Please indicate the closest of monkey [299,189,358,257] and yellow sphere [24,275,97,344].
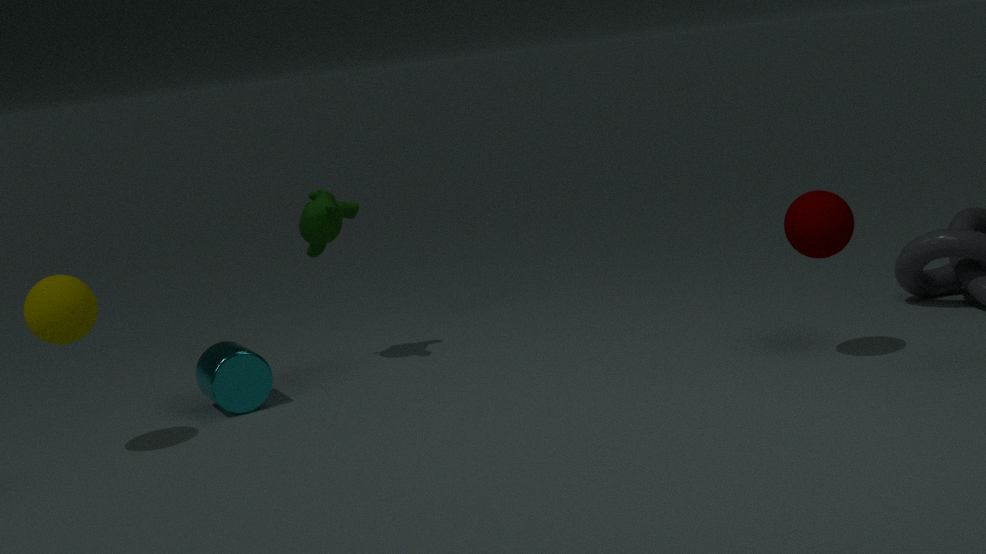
yellow sphere [24,275,97,344]
